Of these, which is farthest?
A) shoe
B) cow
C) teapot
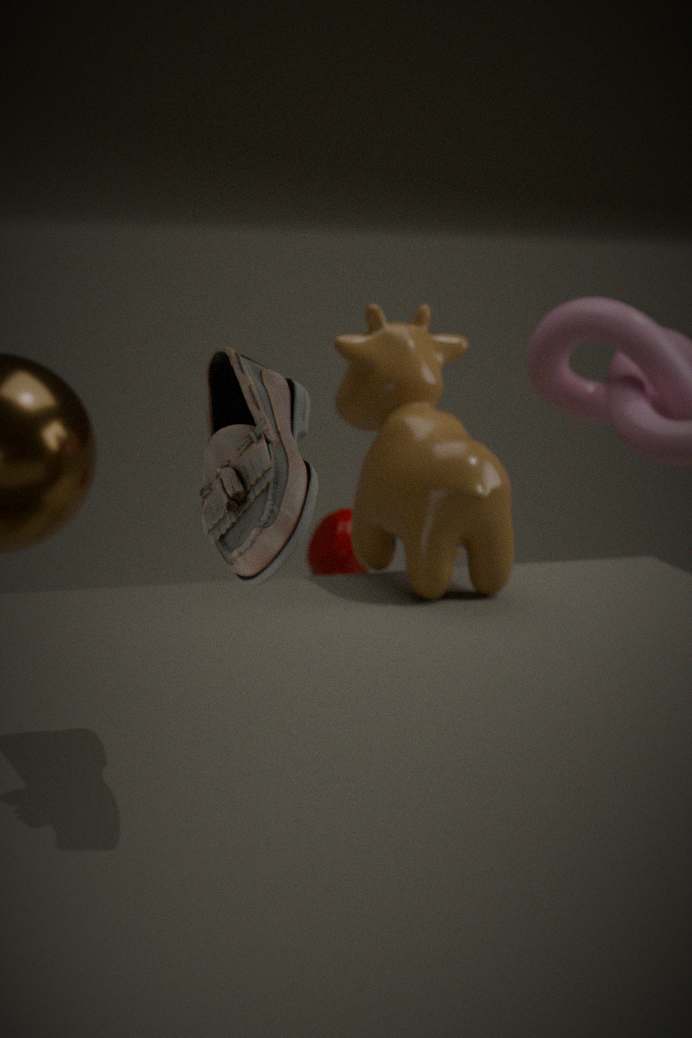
teapot
